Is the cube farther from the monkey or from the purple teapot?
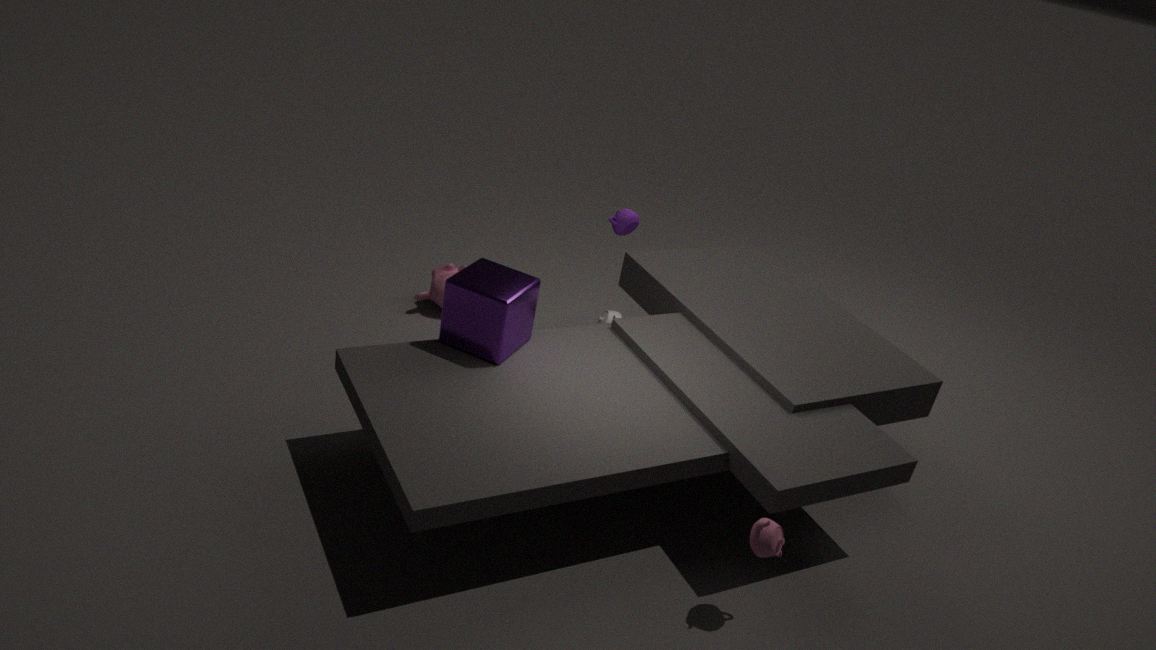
the monkey
